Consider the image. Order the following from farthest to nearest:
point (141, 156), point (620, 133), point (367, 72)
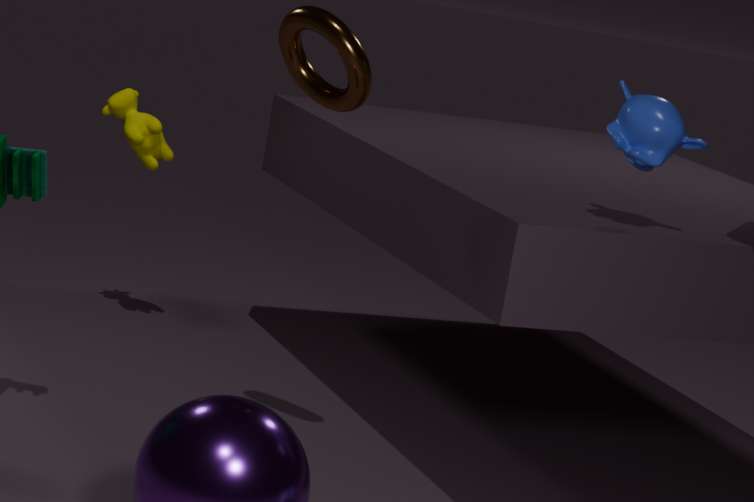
point (141, 156)
point (367, 72)
point (620, 133)
